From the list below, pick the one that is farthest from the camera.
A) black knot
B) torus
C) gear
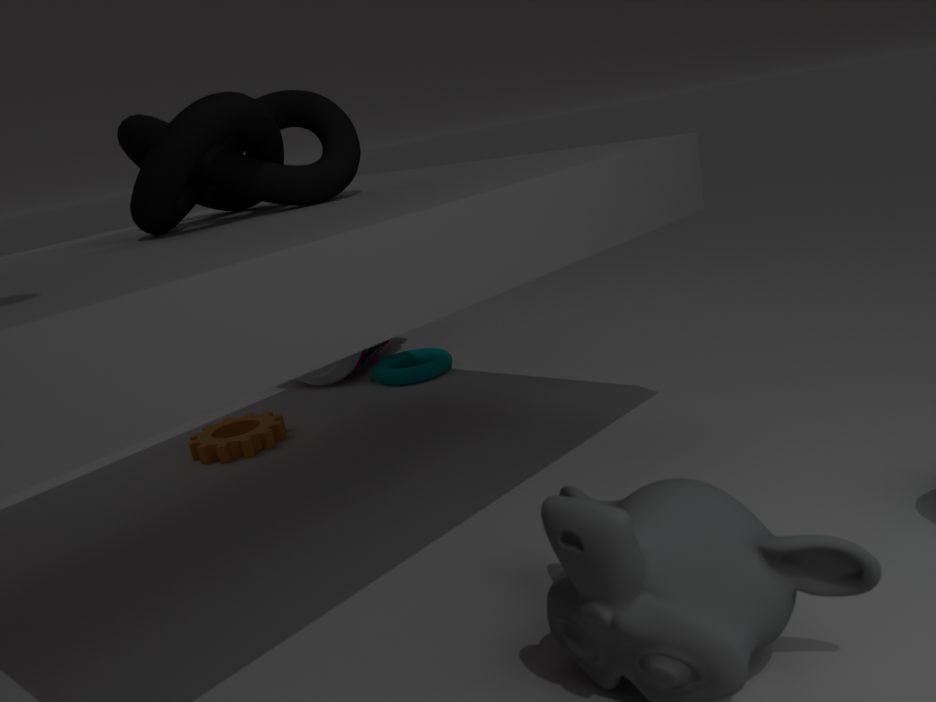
torus
